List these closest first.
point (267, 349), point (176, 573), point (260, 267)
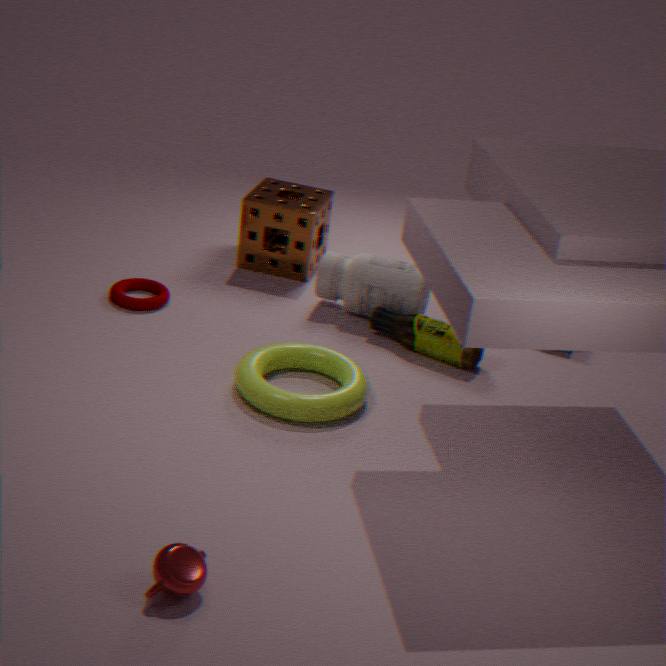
1. point (176, 573)
2. point (267, 349)
3. point (260, 267)
